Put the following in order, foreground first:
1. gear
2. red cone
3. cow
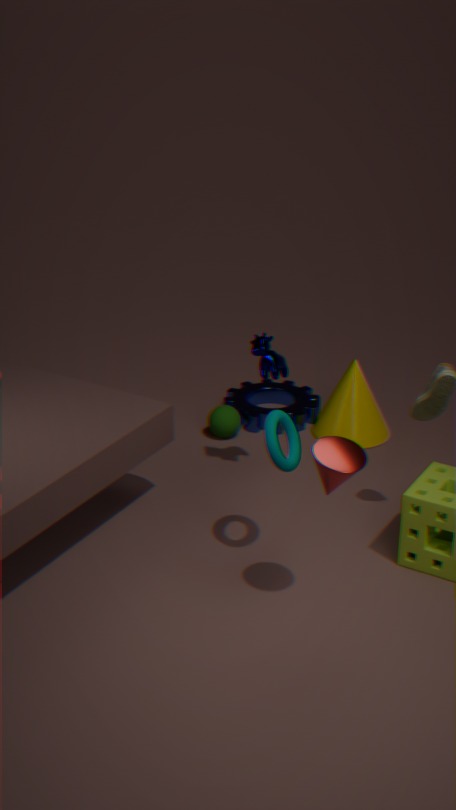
red cone
cow
gear
